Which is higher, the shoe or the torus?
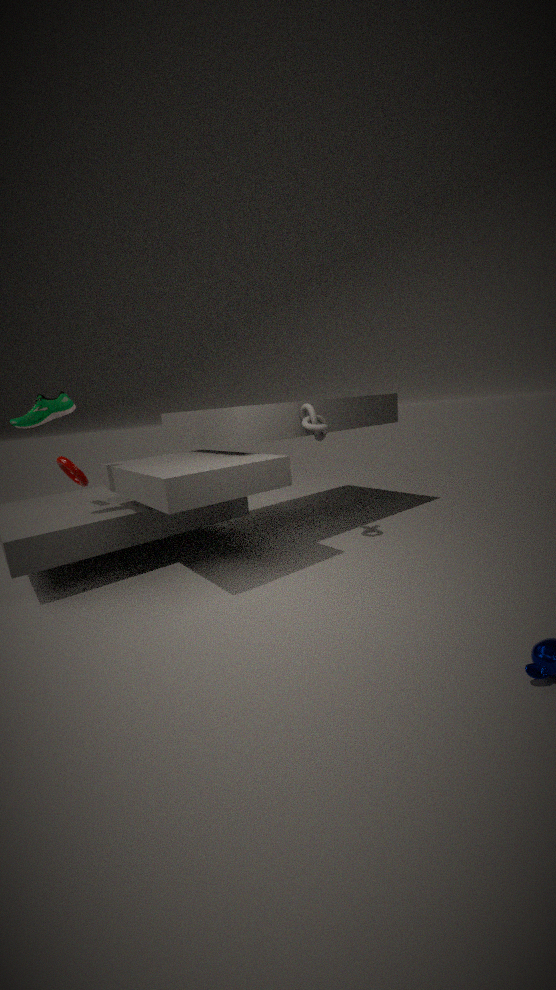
the shoe
